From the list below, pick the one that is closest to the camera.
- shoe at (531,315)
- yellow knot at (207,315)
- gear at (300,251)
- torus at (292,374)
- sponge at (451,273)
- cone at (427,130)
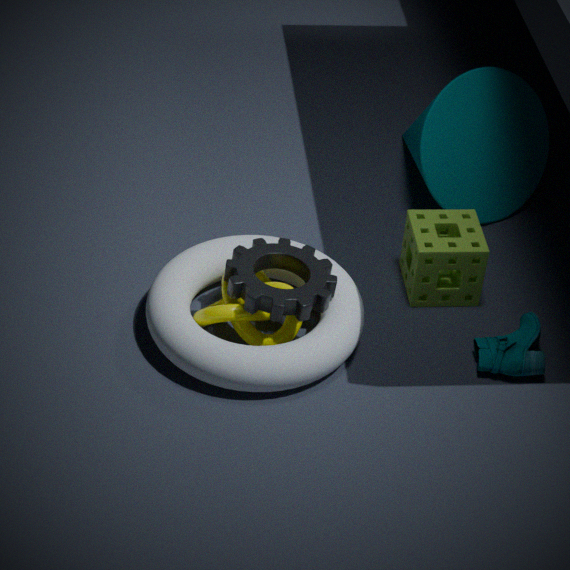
torus at (292,374)
